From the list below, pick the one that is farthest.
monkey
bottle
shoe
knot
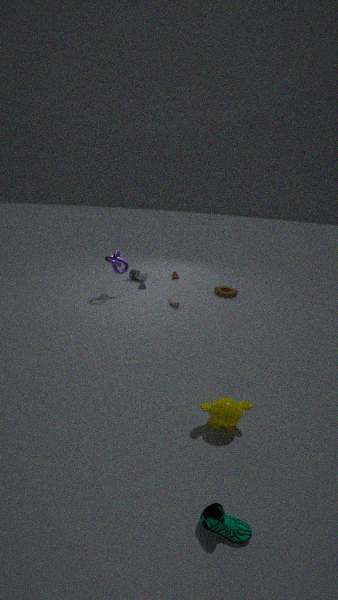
bottle
